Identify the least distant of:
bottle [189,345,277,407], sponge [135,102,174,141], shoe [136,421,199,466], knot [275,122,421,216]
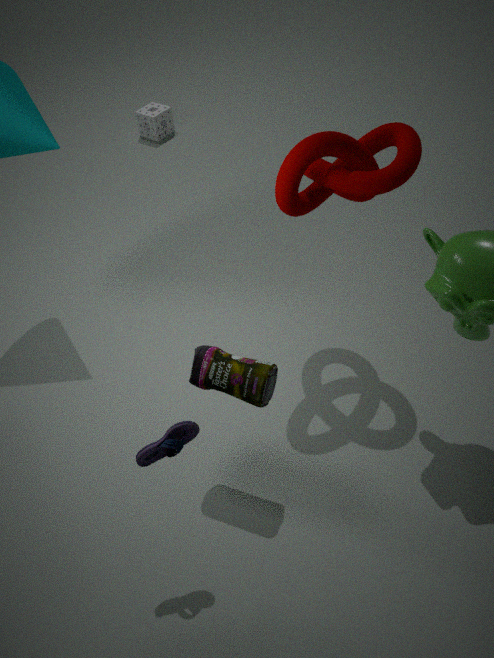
shoe [136,421,199,466]
